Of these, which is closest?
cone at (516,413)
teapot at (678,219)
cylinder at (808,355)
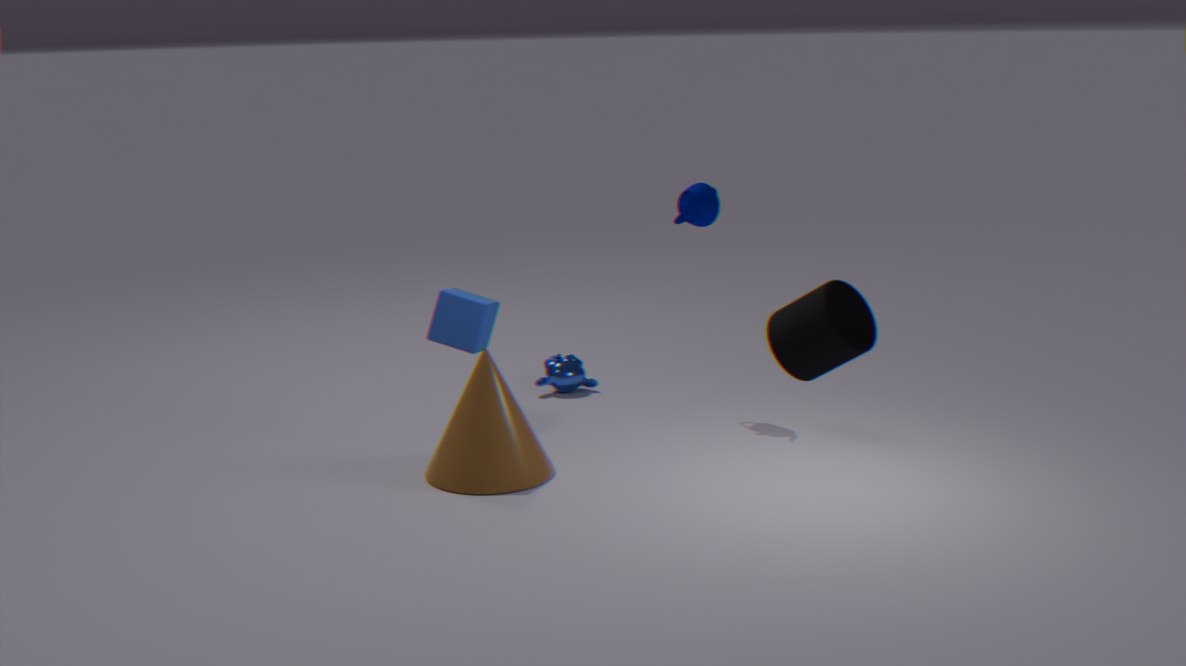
cylinder at (808,355)
